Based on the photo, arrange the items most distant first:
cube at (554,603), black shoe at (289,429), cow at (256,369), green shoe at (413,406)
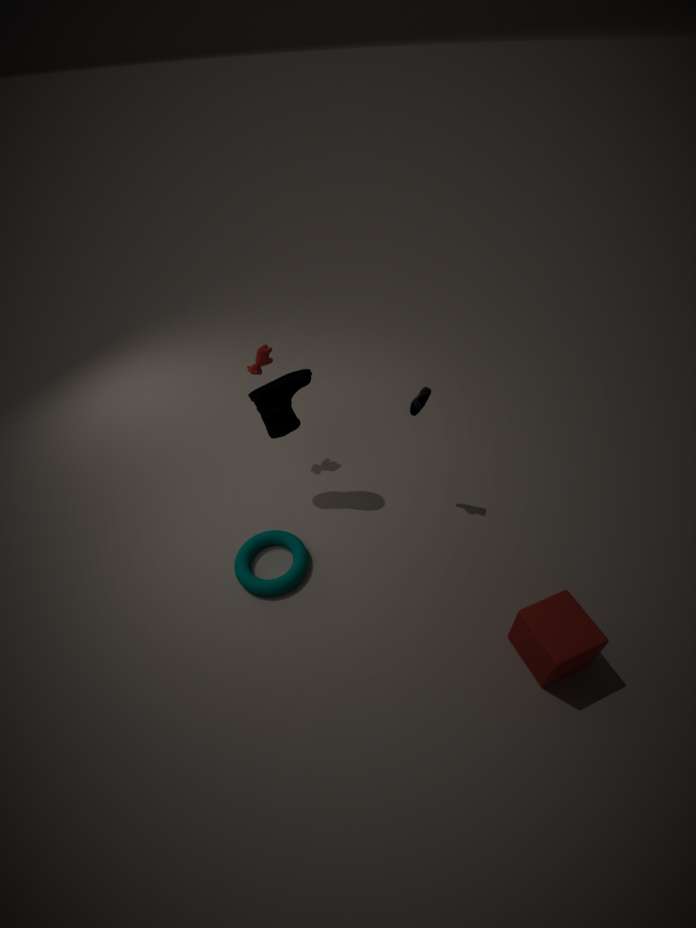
cow at (256,369) → black shoe at (289,429) → green shoe at (413,406) → cube at (554,603)
